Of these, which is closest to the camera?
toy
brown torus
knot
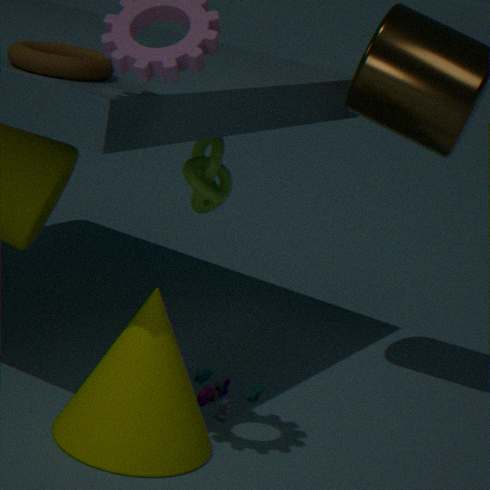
brown torus
